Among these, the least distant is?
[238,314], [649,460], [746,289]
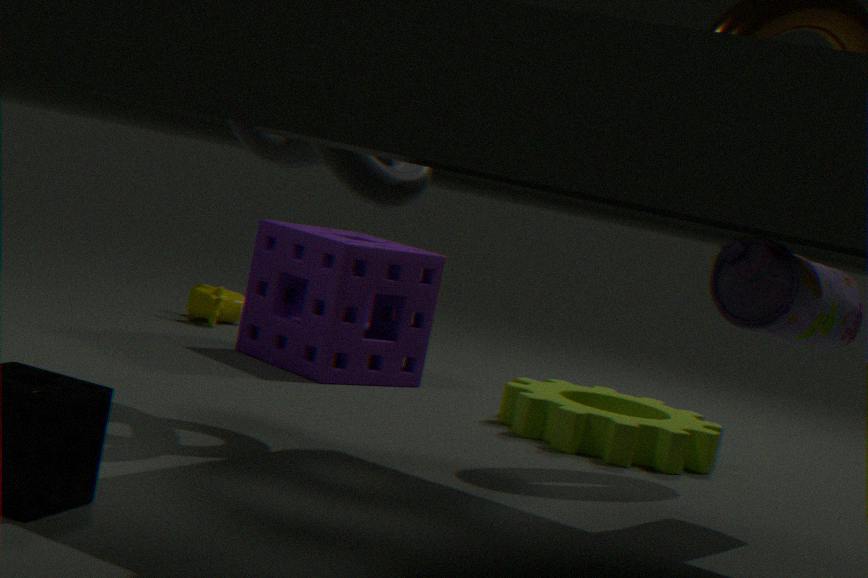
[746,289]
